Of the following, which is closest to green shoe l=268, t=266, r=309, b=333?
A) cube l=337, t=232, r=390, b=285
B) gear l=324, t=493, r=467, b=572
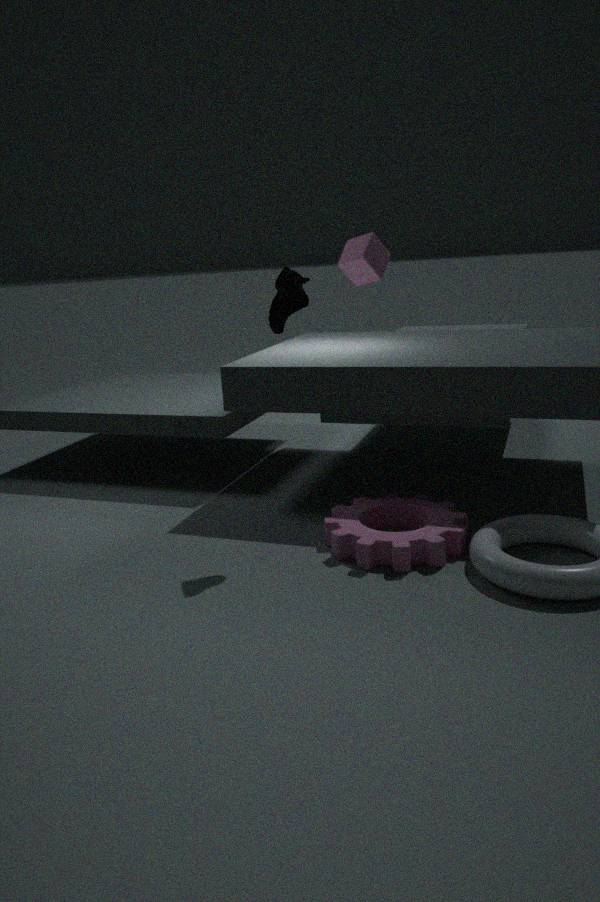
gear l=324, t=493, r=467, b=572
